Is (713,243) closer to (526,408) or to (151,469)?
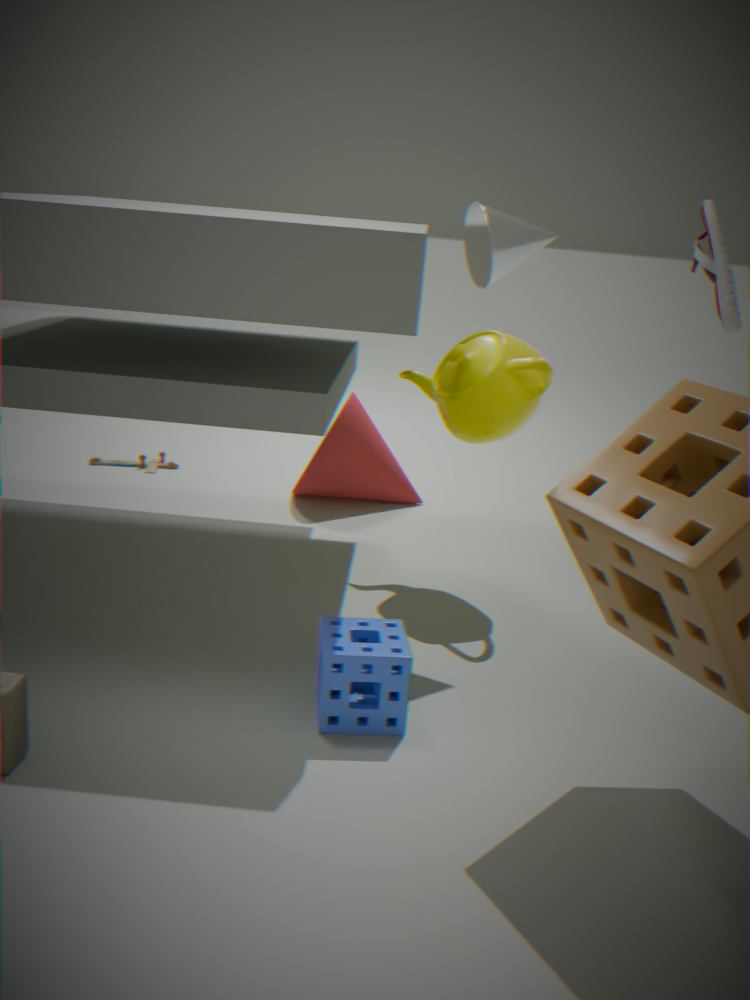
(526,408)
